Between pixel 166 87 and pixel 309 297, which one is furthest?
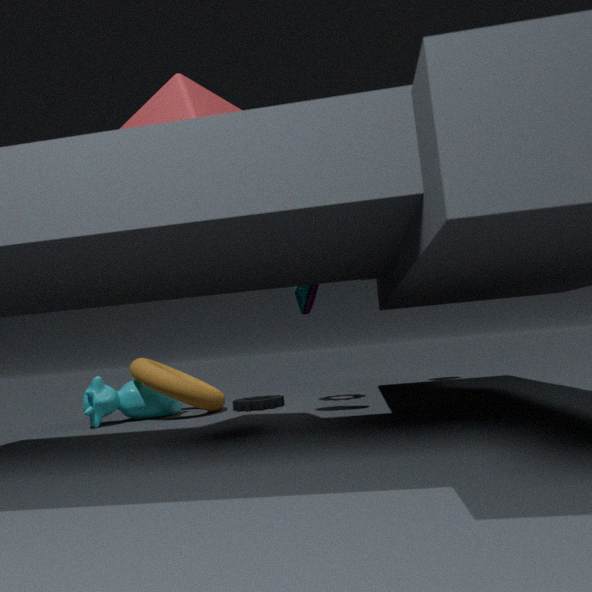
pixel 309 297
